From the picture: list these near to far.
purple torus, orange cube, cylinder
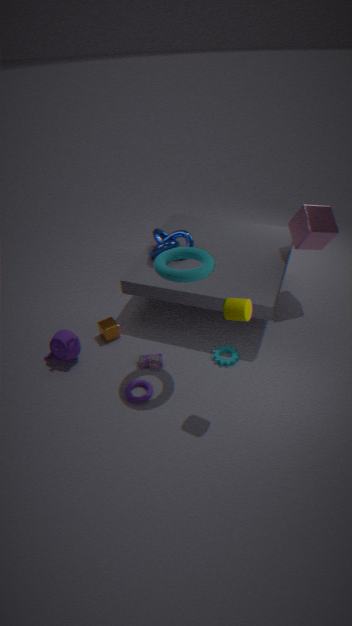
cylinder
purple torus
orange cube
